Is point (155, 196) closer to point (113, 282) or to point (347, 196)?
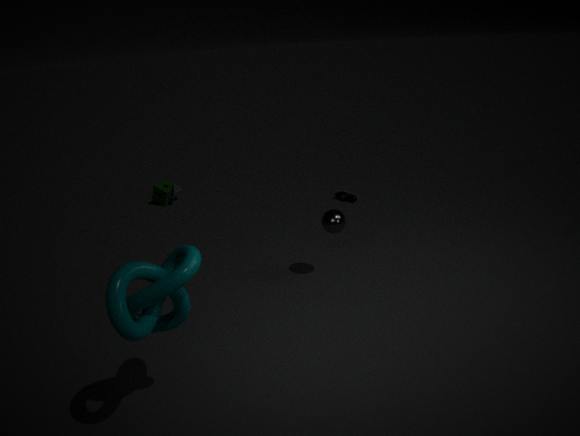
point (347, 196)
